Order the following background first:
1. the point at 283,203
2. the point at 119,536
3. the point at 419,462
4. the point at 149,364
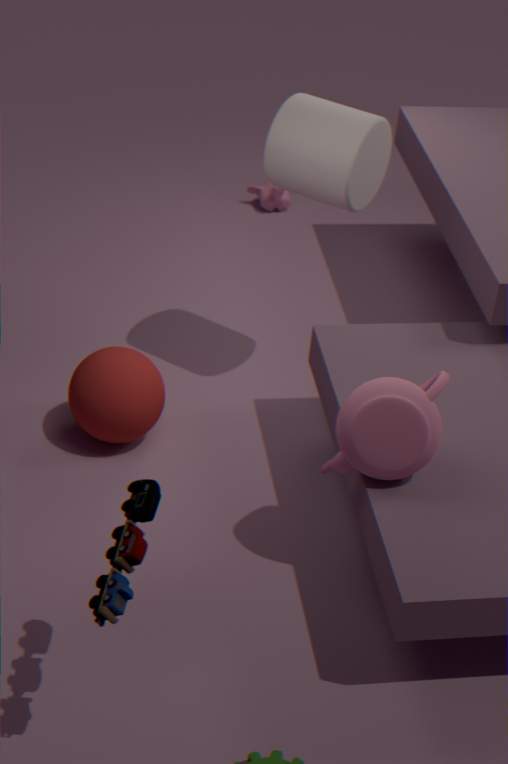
the point at 283,203 < the point at 149,364 < the point at 419,462 < the point at 119,536
